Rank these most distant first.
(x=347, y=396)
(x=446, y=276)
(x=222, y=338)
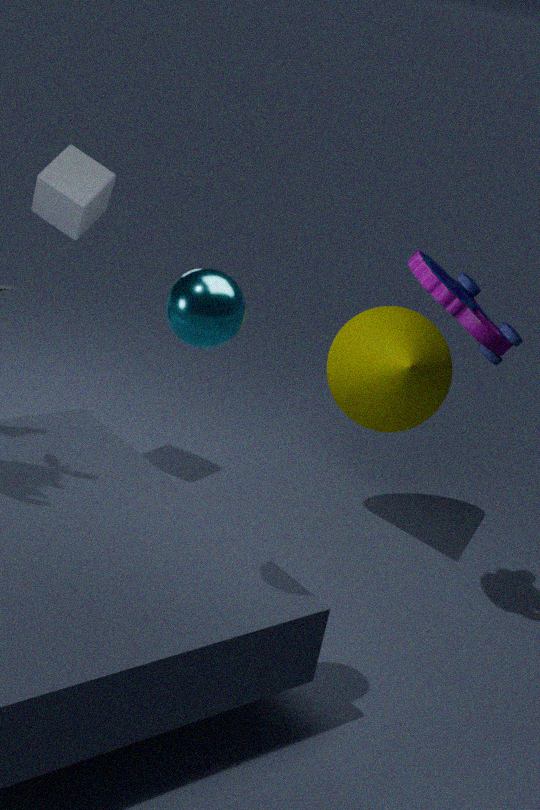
(x=347, y=396), (x=446, y=276), (x=222, y=338)
